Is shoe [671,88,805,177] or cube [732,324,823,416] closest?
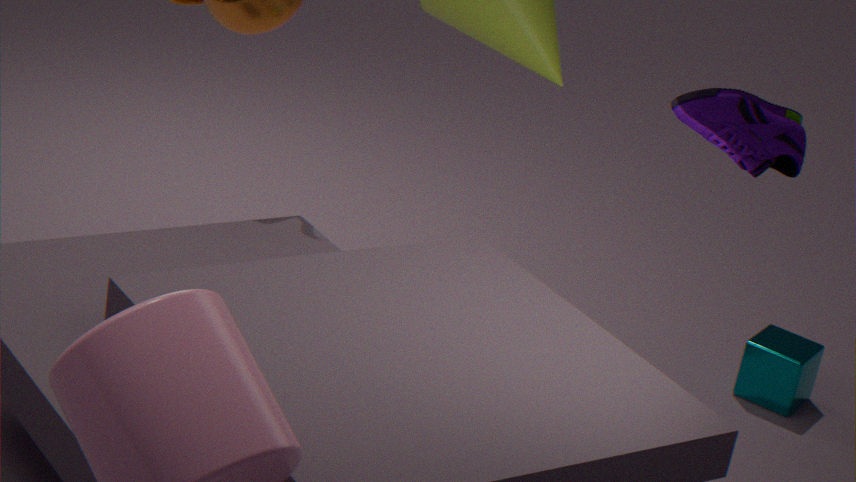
shoe [671,88,805,177]
